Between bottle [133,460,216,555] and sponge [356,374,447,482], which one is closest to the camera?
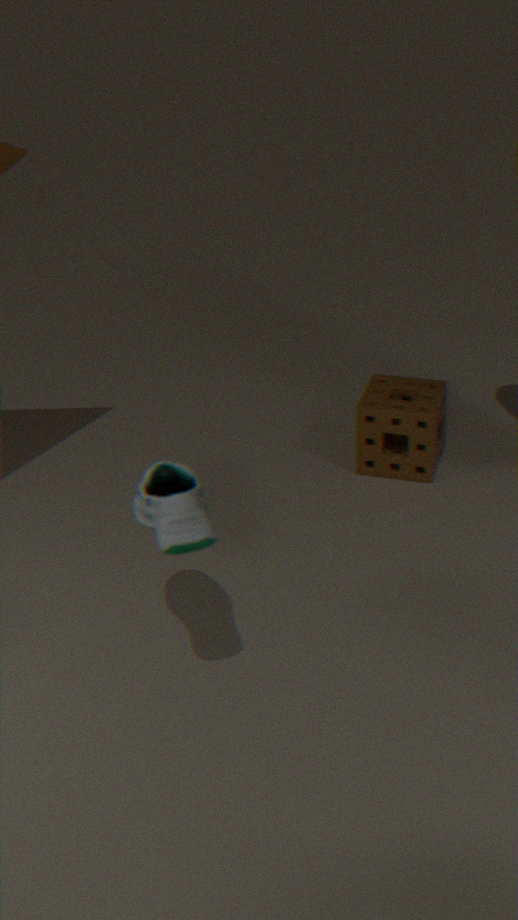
bottle [133,460,216,555]
